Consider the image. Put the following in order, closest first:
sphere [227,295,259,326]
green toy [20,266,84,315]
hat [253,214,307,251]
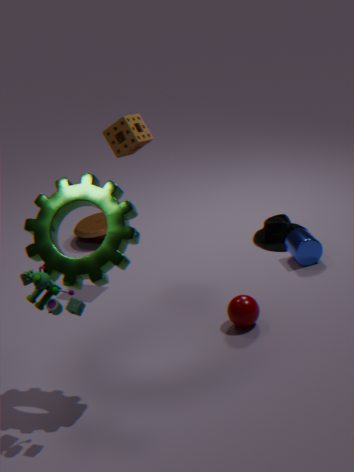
1. green toy [20,266,84,315]
2. sphere [227,295,259,326]
3. hat [253,214,307,251]
